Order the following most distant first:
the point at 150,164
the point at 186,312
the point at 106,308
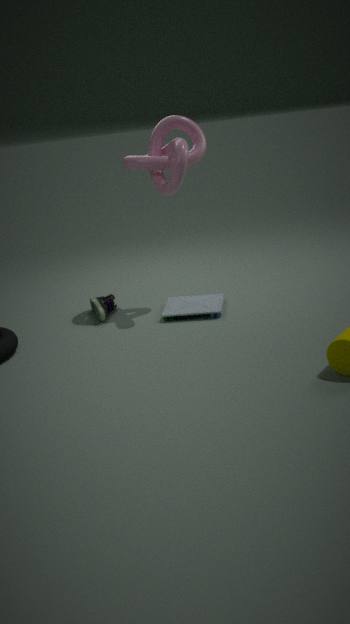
the point at 106,308, the point at 186,312, the point at 150,164
